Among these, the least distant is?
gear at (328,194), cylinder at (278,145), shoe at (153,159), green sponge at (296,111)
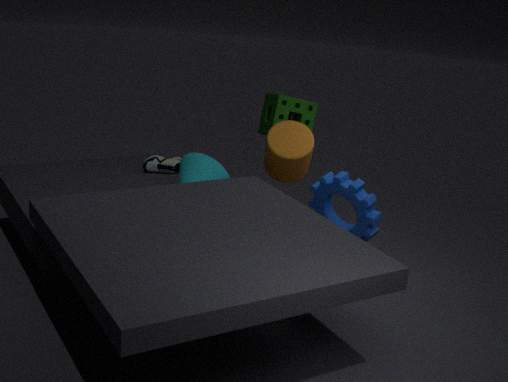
gear at (328,194)
